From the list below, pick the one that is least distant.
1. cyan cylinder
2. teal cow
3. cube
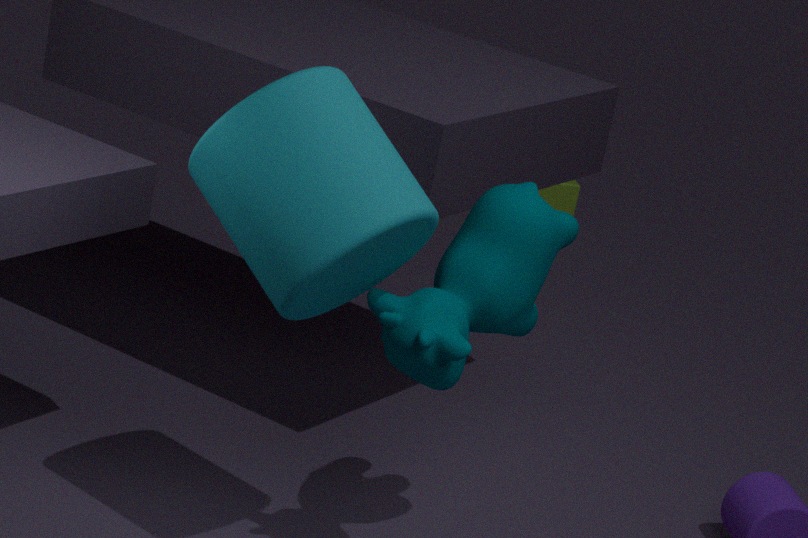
cyan cylinder
